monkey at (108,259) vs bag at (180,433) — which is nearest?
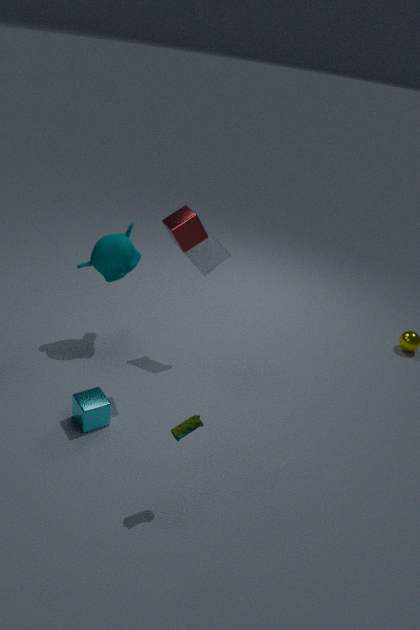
bag at (180,433)
